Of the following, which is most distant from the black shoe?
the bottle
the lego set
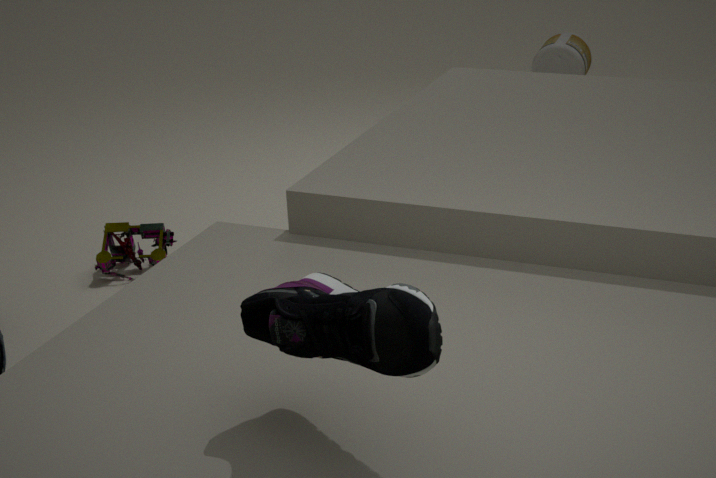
the bottle
